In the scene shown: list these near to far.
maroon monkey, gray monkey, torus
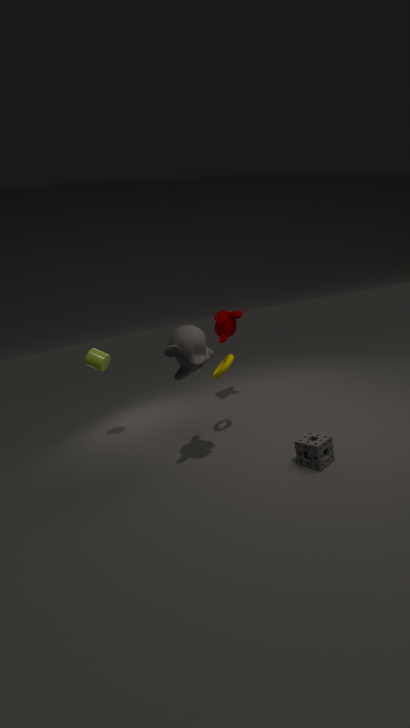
1. gray monkey
2. torus
3. maroon monkey
